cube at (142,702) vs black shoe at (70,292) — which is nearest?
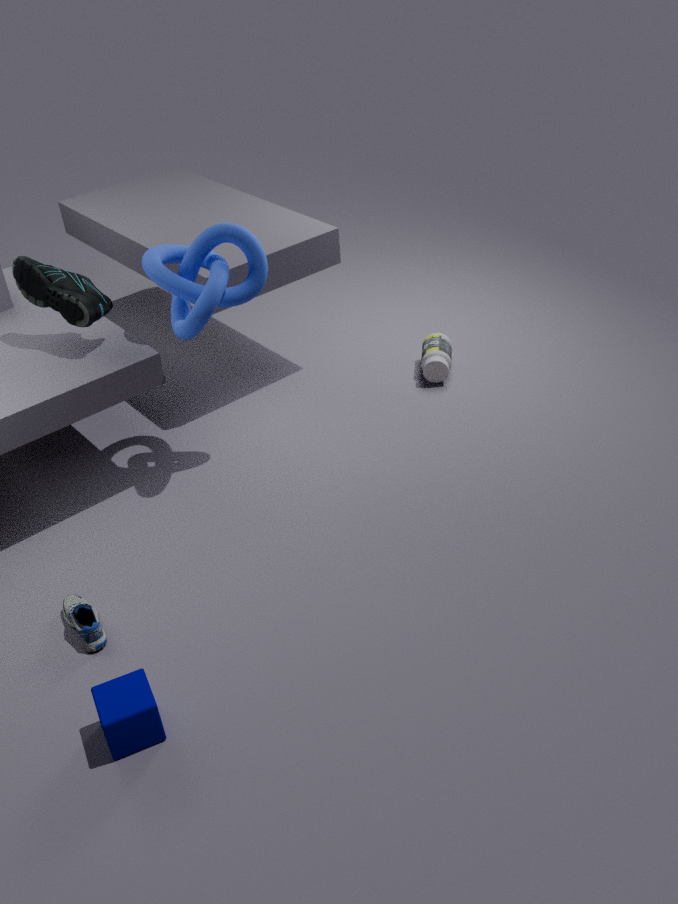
cube at (142,702)
